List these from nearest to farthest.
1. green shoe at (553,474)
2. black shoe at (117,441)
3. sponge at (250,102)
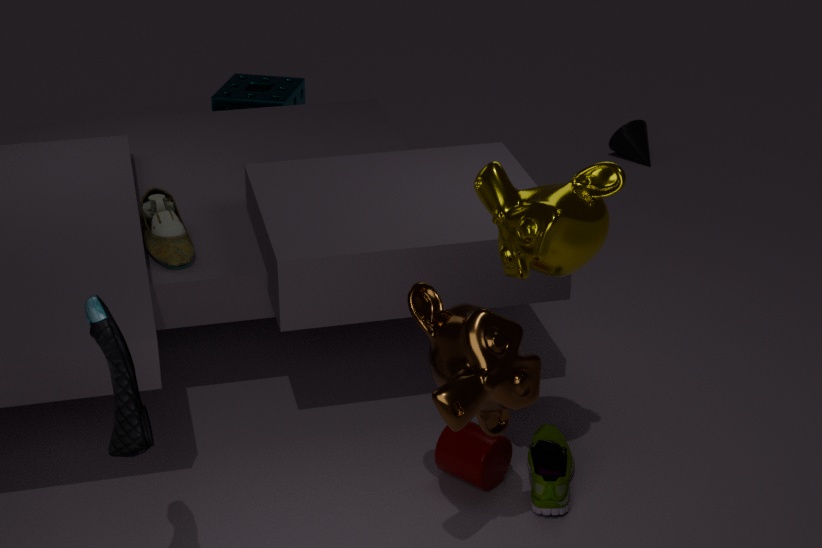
black shoe at (117,441) < green shoe at (553,474) < sponge at (250,102)
